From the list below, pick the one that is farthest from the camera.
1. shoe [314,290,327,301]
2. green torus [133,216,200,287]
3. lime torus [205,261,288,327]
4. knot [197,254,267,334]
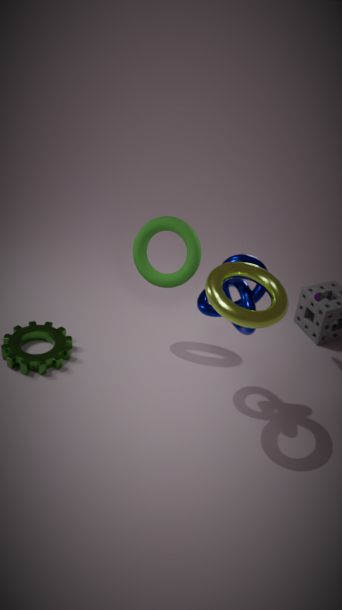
shoe [314,290,327,301]
